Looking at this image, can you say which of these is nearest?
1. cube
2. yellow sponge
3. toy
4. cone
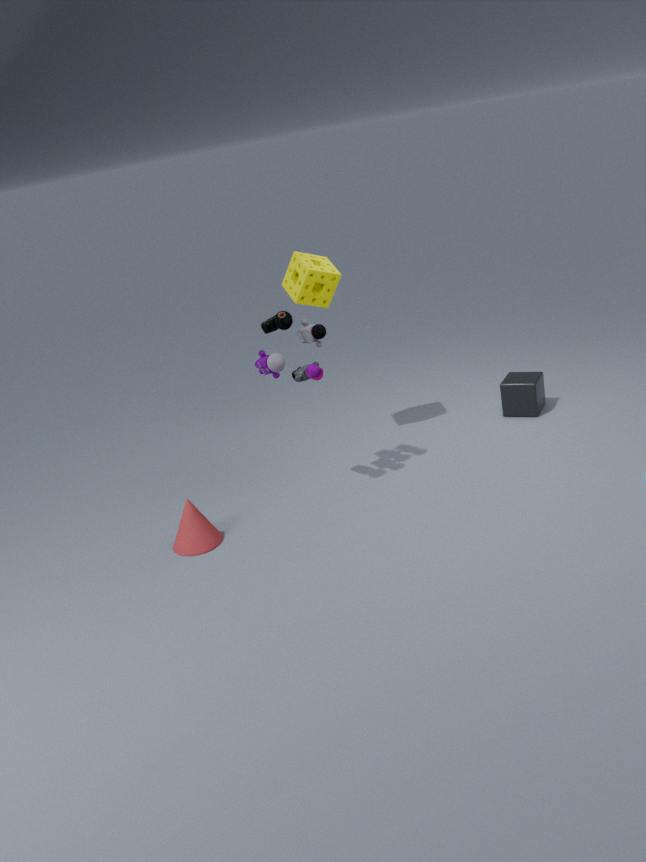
toy
